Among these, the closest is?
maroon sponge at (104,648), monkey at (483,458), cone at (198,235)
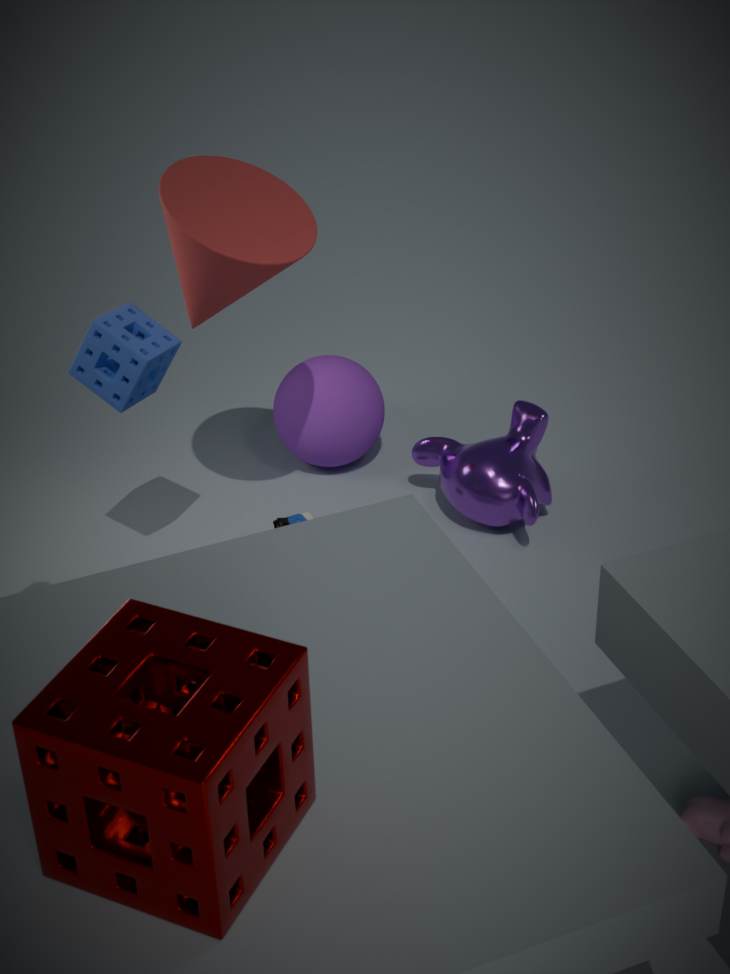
maroon sponge at (104,648)
